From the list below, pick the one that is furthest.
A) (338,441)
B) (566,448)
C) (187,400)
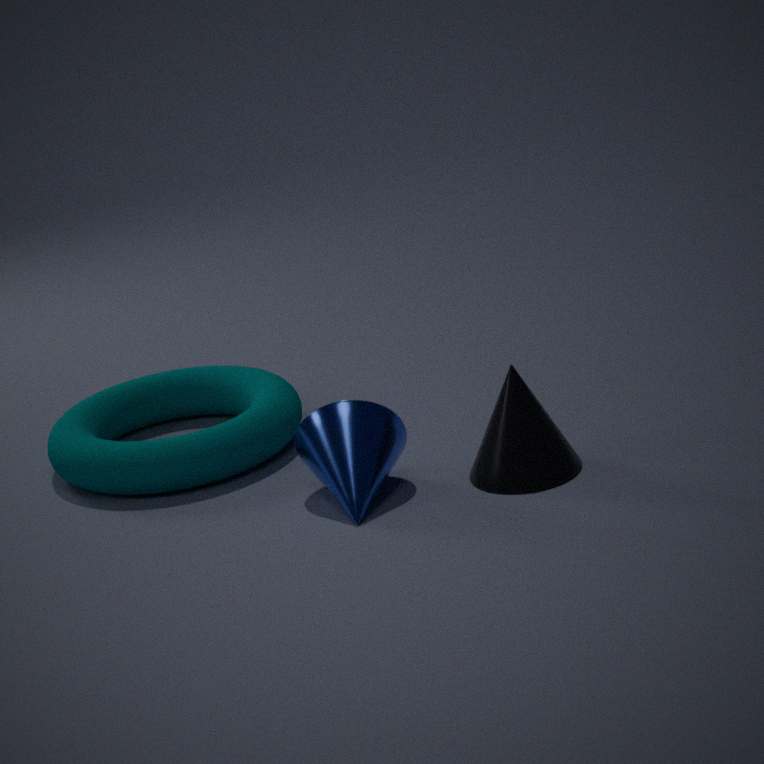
(187,400)
